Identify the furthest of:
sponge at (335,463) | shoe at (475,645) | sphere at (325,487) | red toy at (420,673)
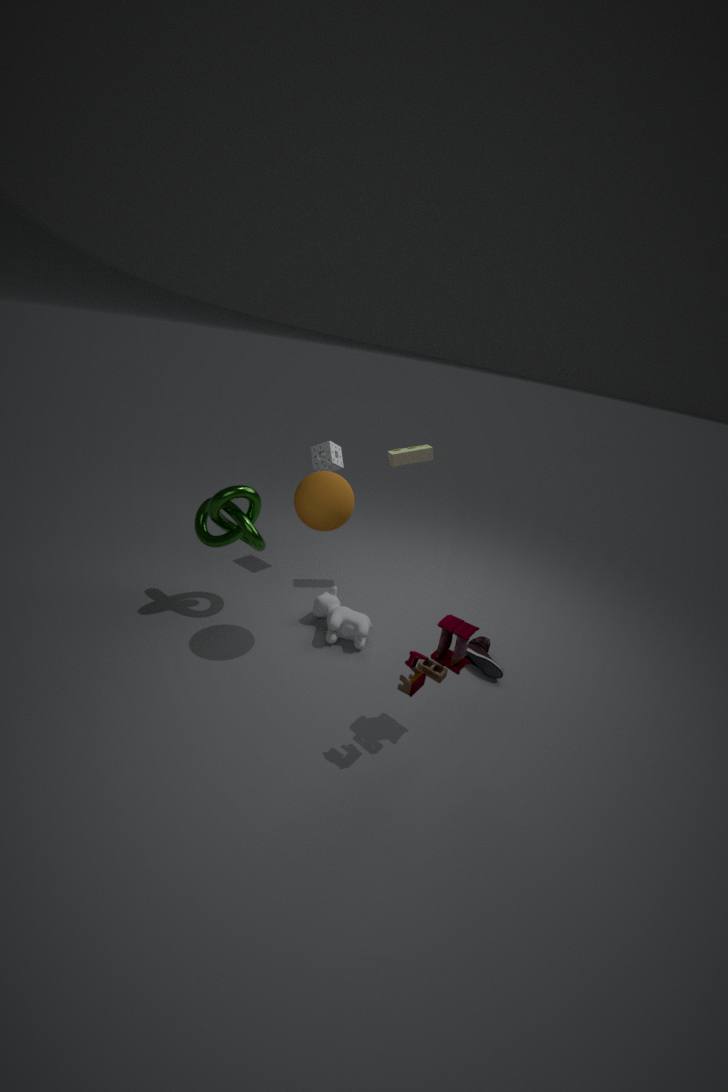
sponge at (335,463)
